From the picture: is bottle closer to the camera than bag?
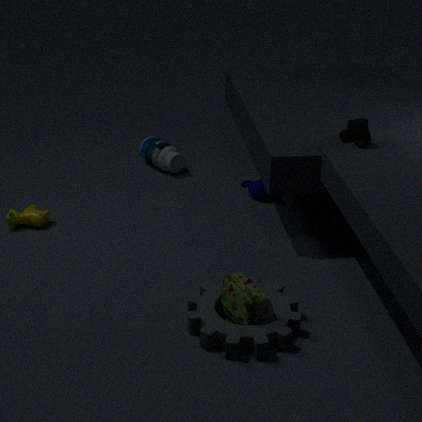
No
